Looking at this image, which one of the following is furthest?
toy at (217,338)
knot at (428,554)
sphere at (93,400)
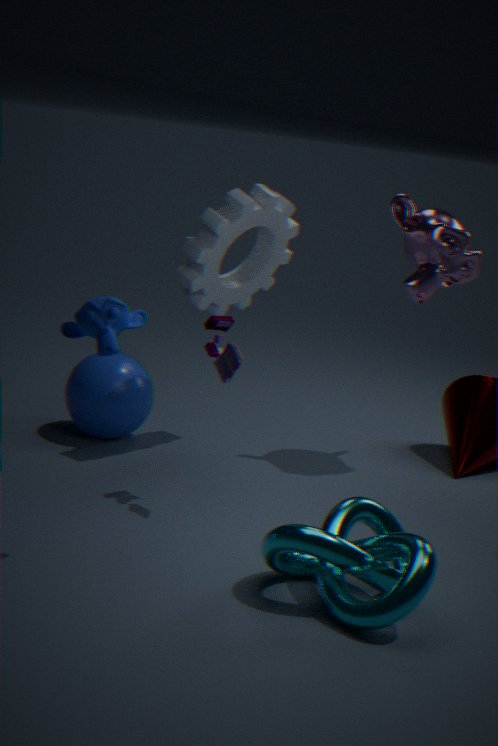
sphere at (93,400)
